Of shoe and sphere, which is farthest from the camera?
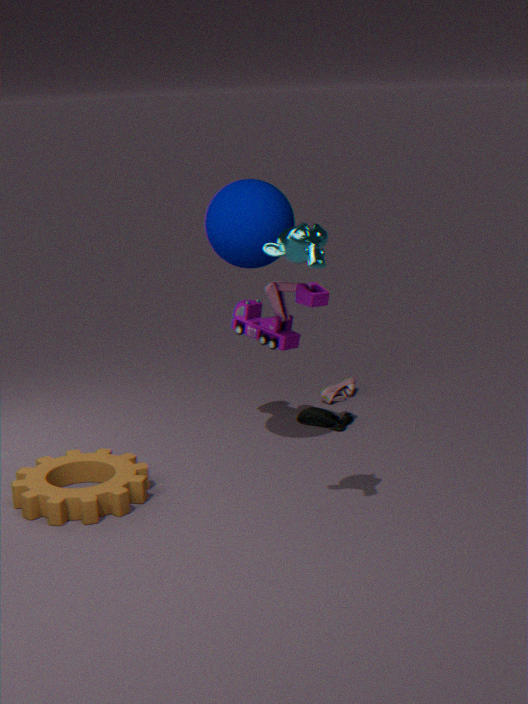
shoe
